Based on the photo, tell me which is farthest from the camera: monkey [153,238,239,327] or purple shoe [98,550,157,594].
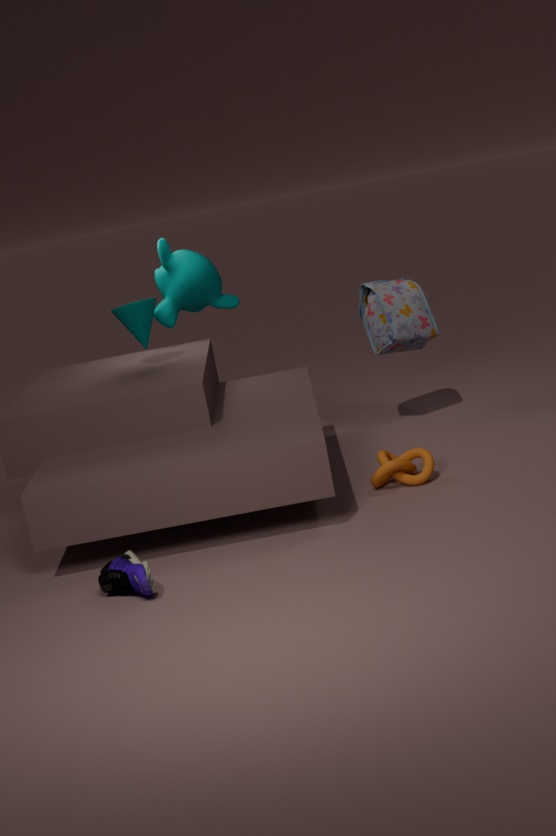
monkey [153,238,239,327]
